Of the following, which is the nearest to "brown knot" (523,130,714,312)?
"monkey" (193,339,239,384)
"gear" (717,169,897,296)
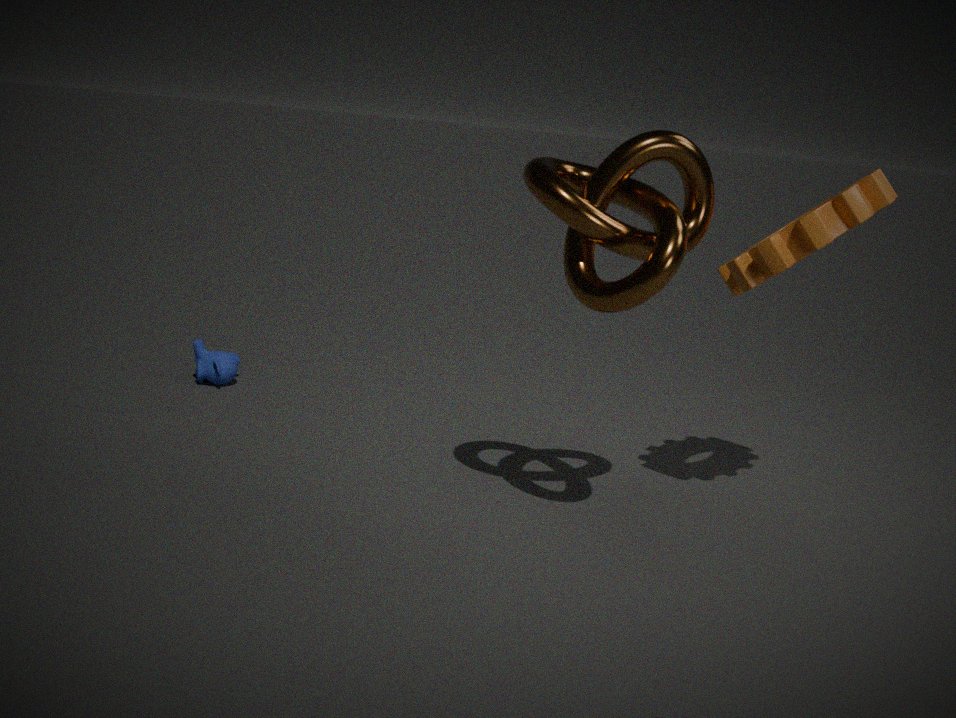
"gear" (717,169,897,296)
